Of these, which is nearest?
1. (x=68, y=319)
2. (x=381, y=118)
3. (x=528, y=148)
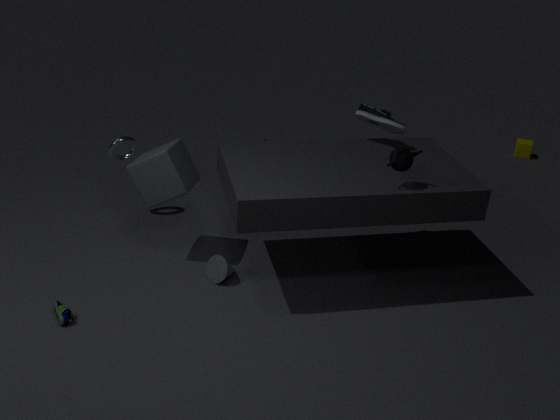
(x=68, y=319)
